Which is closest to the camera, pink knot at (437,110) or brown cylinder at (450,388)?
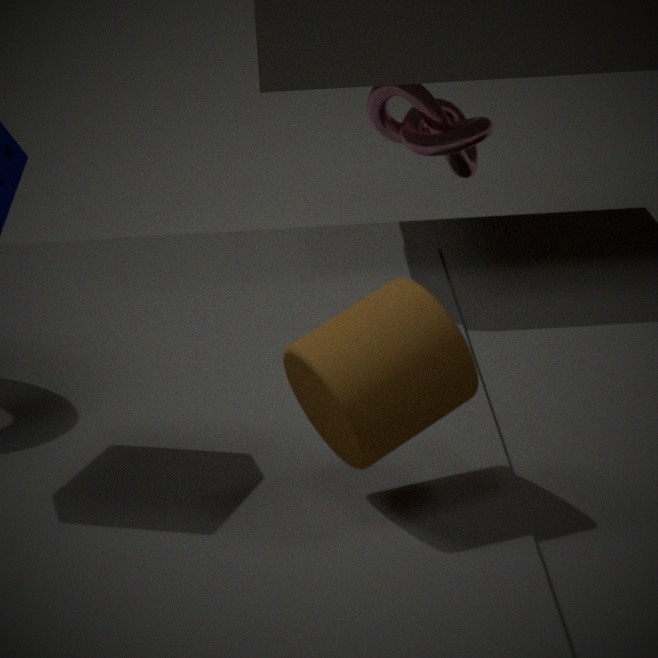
brown cylinder at (450,388)
